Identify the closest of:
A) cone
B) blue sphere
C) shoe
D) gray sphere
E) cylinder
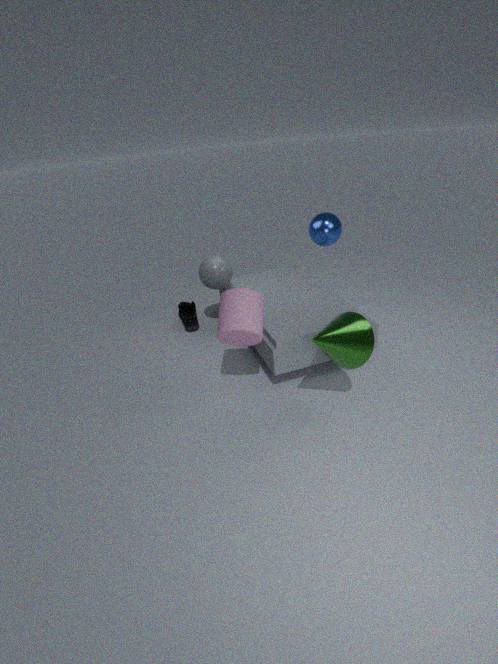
cone
